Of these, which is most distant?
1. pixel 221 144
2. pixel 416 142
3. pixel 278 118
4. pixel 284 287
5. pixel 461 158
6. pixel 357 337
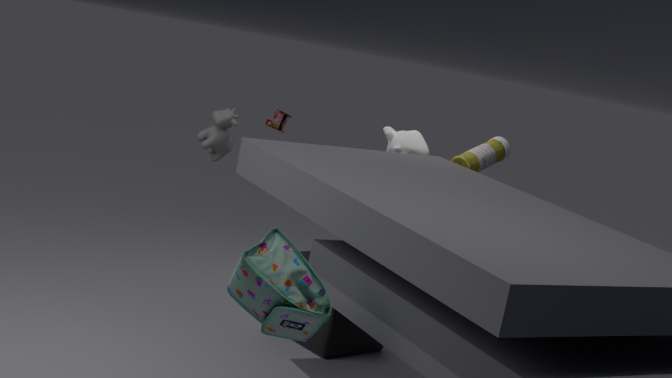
pixel 416 142
